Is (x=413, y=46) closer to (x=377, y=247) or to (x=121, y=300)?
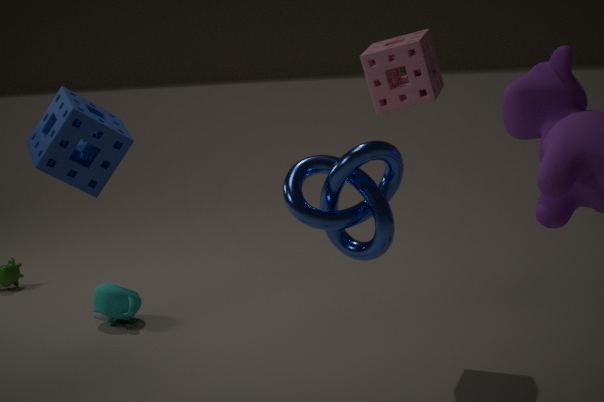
(x=377, y=247)
